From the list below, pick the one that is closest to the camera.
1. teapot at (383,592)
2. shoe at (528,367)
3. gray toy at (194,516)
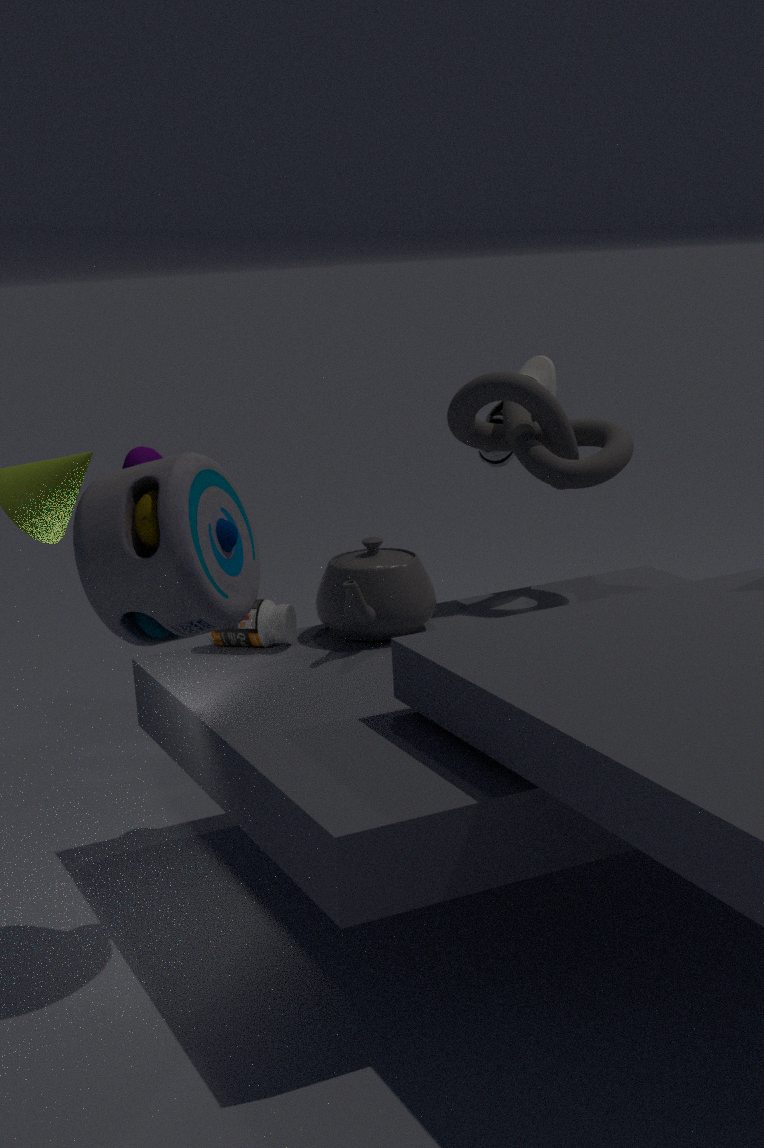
gray toy at (194,516)
